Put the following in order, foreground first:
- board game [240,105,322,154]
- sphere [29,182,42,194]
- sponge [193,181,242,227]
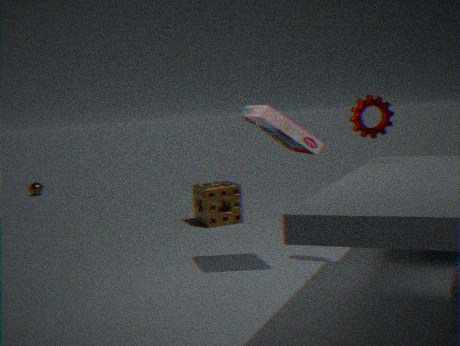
board game [240,105,322,154] → sponge [193,181,242,227] → sphere [29,182,42,194]
